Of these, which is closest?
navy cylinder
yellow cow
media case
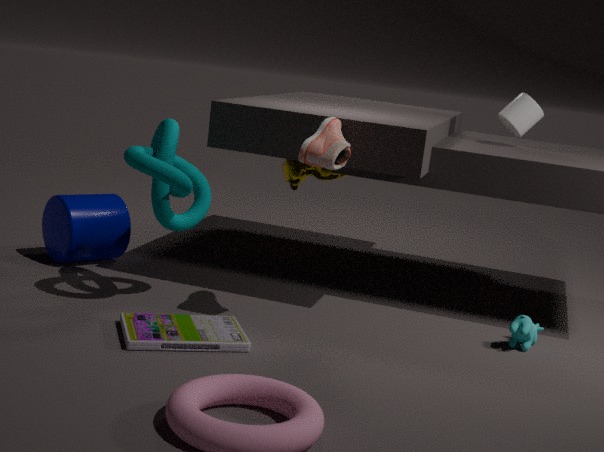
media case
